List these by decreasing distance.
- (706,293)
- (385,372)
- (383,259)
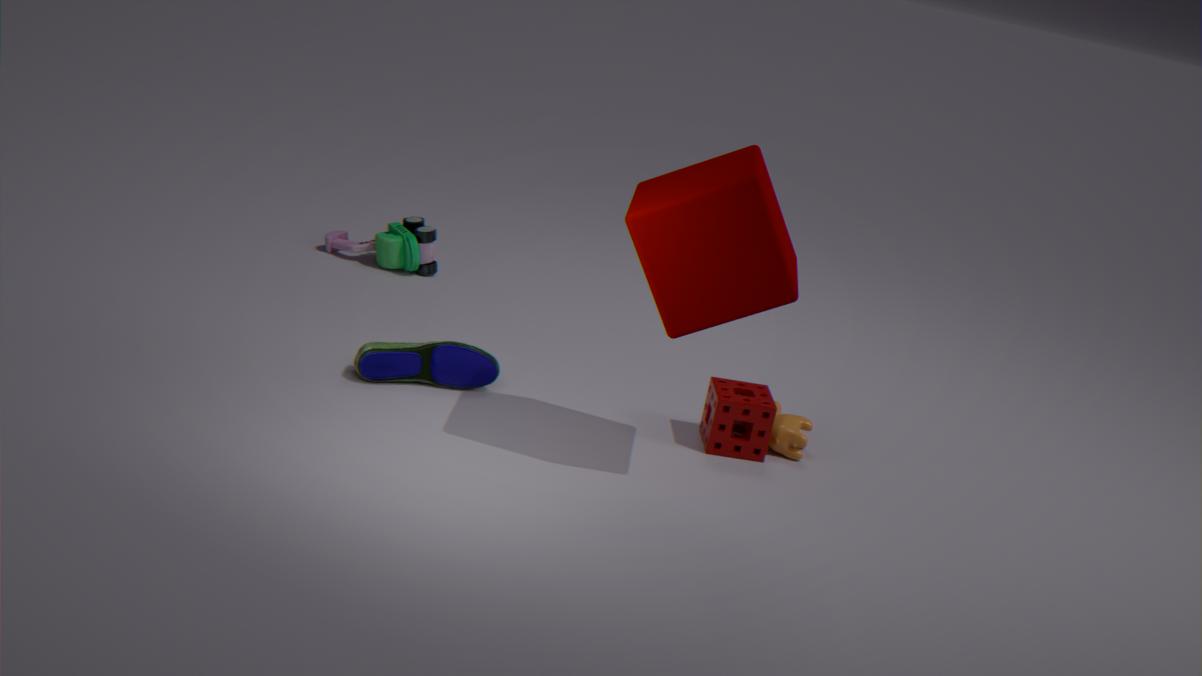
(383,259), (385,372), (706,293)
